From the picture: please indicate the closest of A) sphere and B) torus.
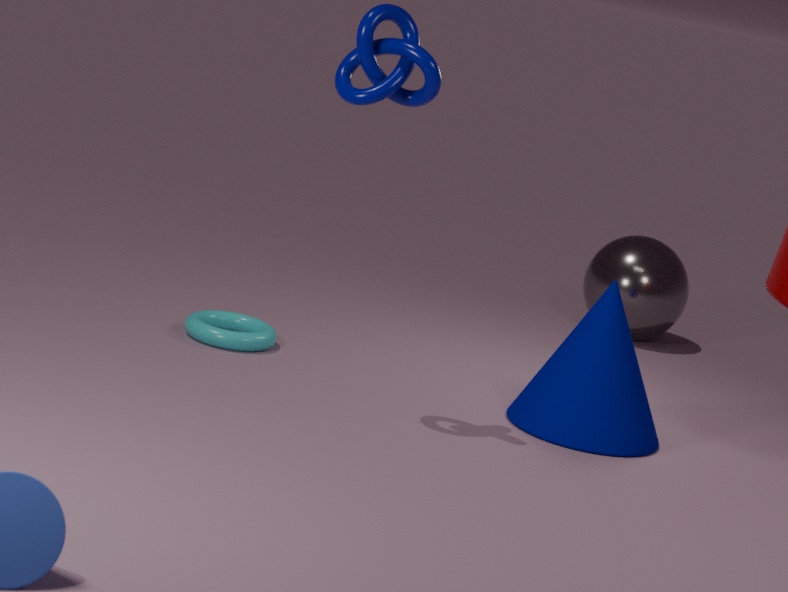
B. torus
